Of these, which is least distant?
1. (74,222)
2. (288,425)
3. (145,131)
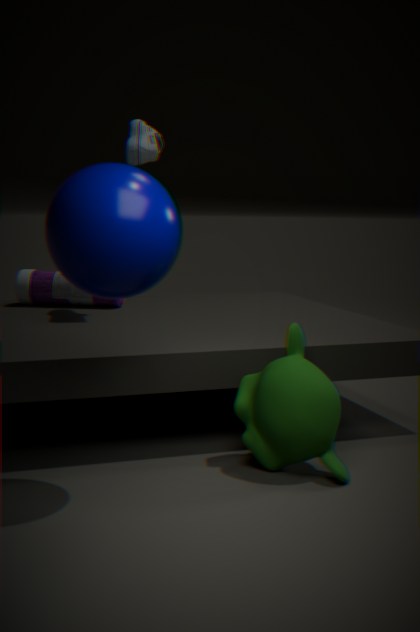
(74,222)
